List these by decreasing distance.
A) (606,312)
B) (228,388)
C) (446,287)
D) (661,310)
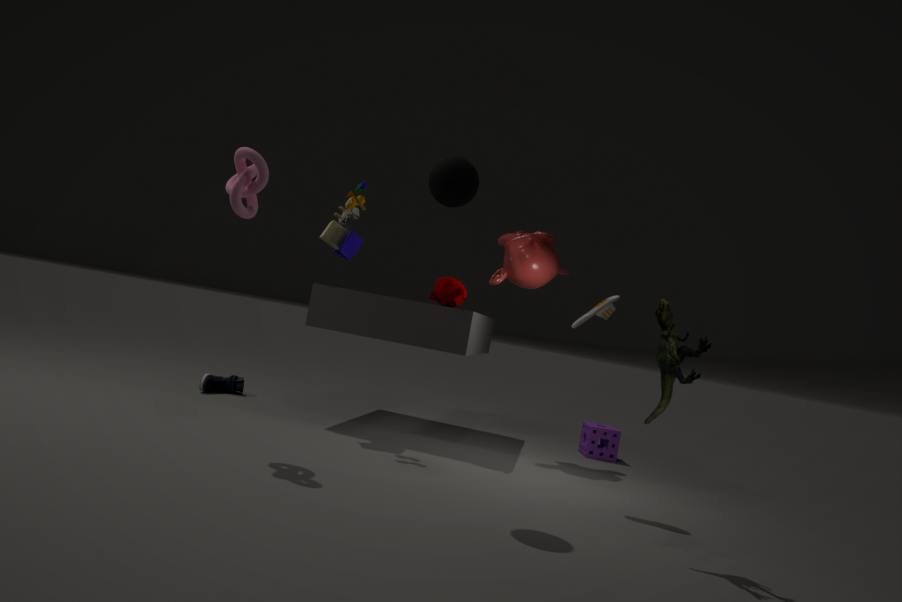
(228,388), (446,287), (606,312), (661,310)
